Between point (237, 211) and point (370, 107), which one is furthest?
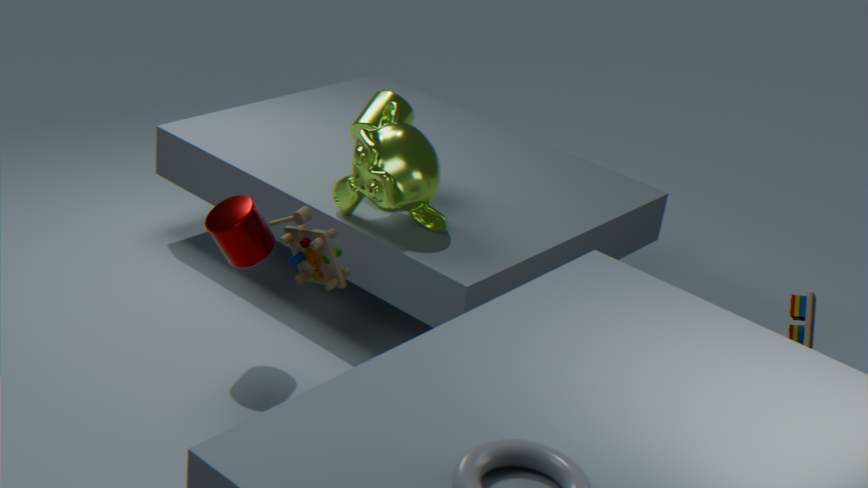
point (370, 107)
